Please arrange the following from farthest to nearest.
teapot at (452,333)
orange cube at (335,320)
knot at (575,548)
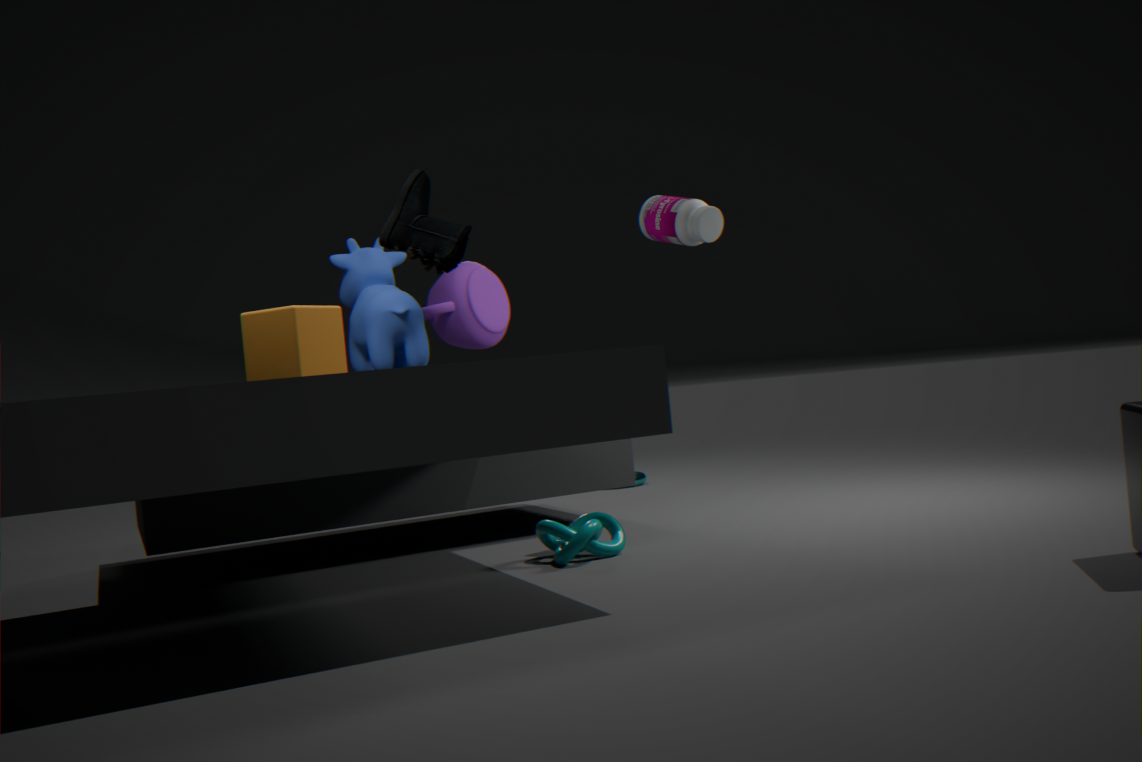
teapot at (452,333), knot at (575,548), orange cube at (335,320)
